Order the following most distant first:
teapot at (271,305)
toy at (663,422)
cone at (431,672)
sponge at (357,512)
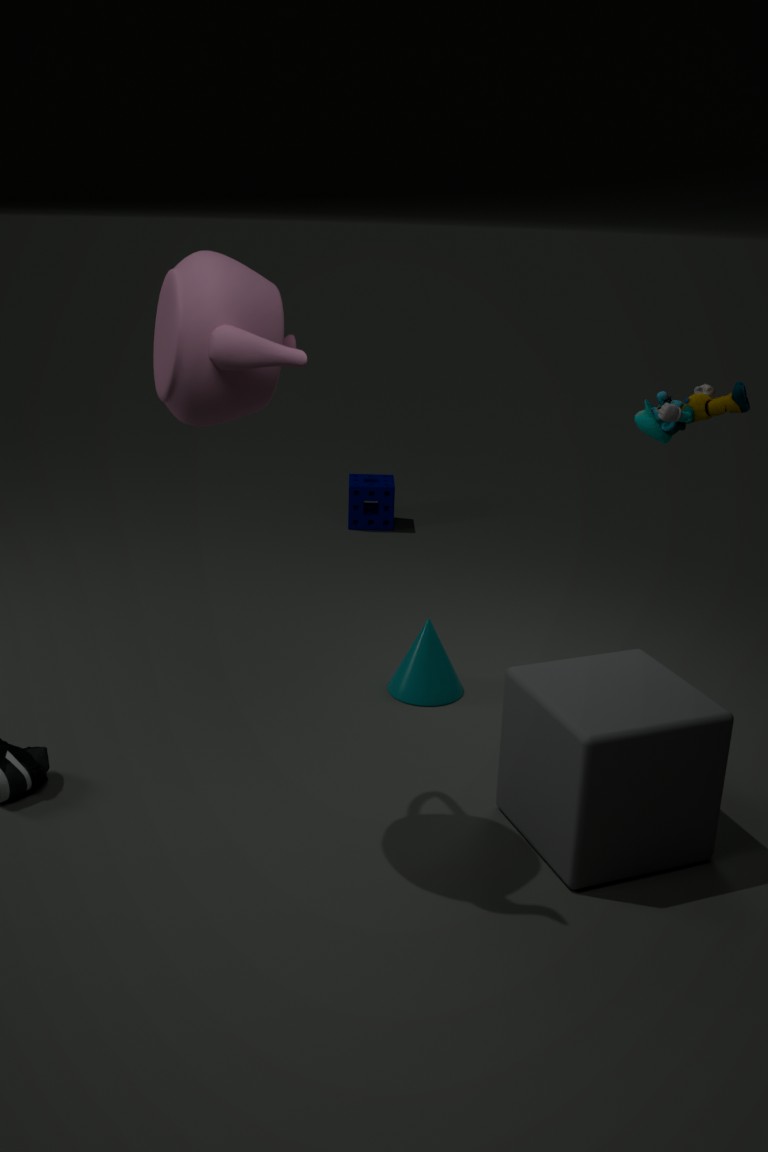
sponge at (357,512)
cone at (431,672)
toy at (663,422)
teapot at (271,305)
